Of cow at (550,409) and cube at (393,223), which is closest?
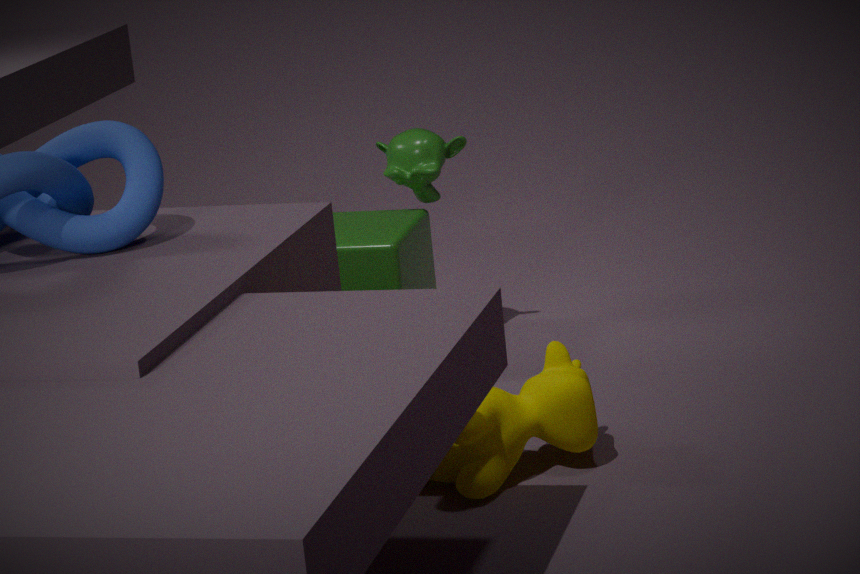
cow at (550,409)
